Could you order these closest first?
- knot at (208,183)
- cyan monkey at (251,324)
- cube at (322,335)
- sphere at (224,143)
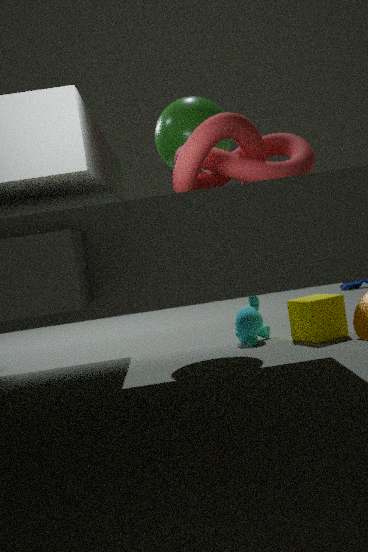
knot at (208,183) → cube at (322,335) → sphere at (224,143) → cyan monkey at (251,324)
